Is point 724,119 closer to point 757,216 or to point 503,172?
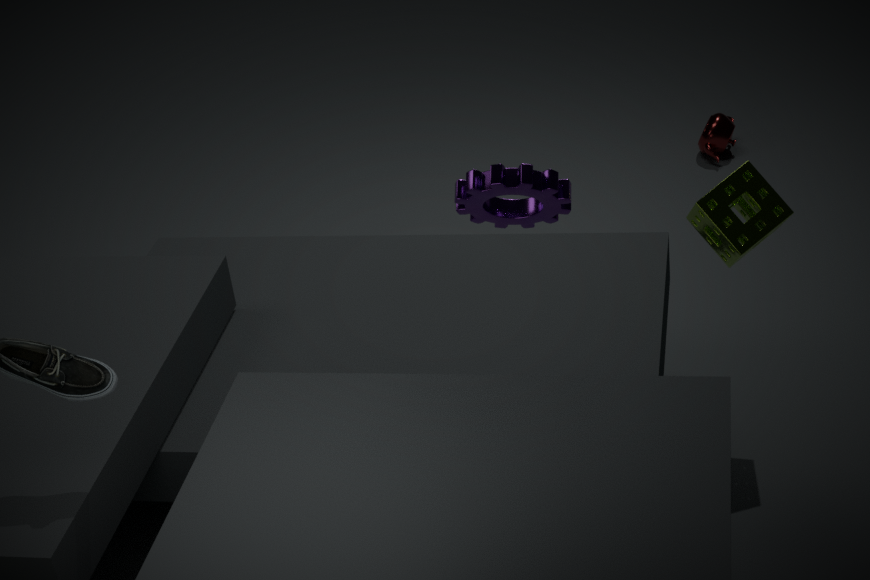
point 757,216
